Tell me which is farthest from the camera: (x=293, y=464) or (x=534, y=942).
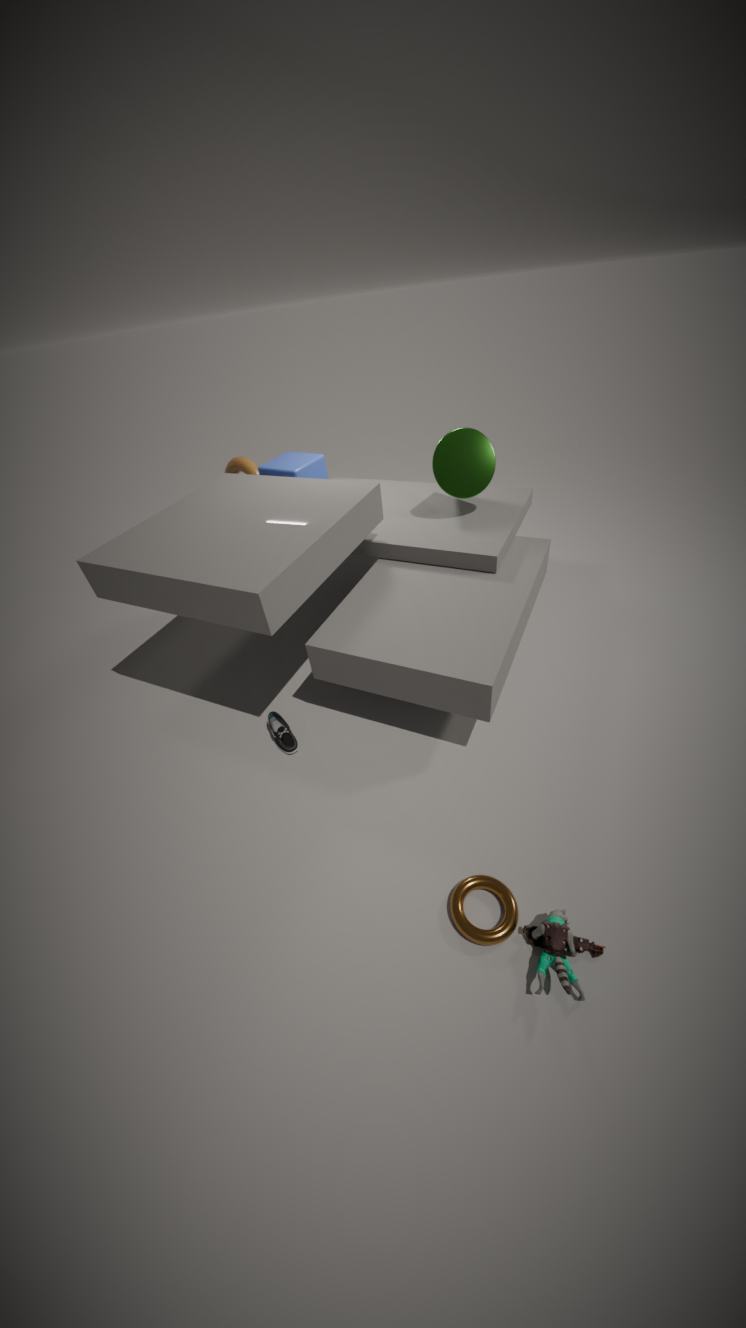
(x=293, y=464)
